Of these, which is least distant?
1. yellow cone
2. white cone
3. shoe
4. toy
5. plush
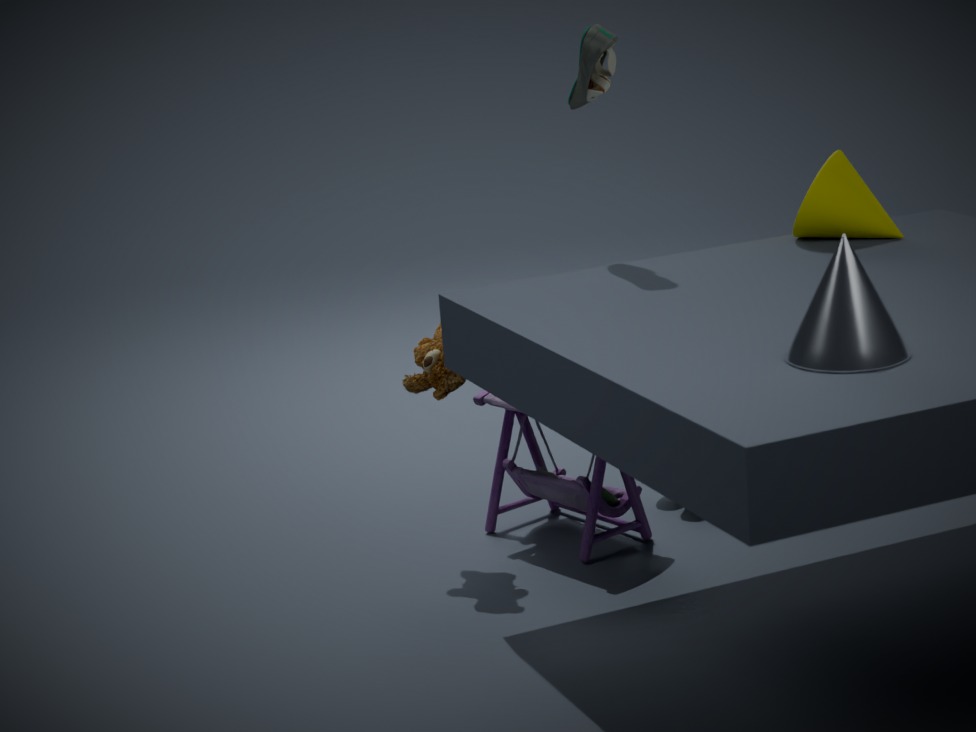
white cone
